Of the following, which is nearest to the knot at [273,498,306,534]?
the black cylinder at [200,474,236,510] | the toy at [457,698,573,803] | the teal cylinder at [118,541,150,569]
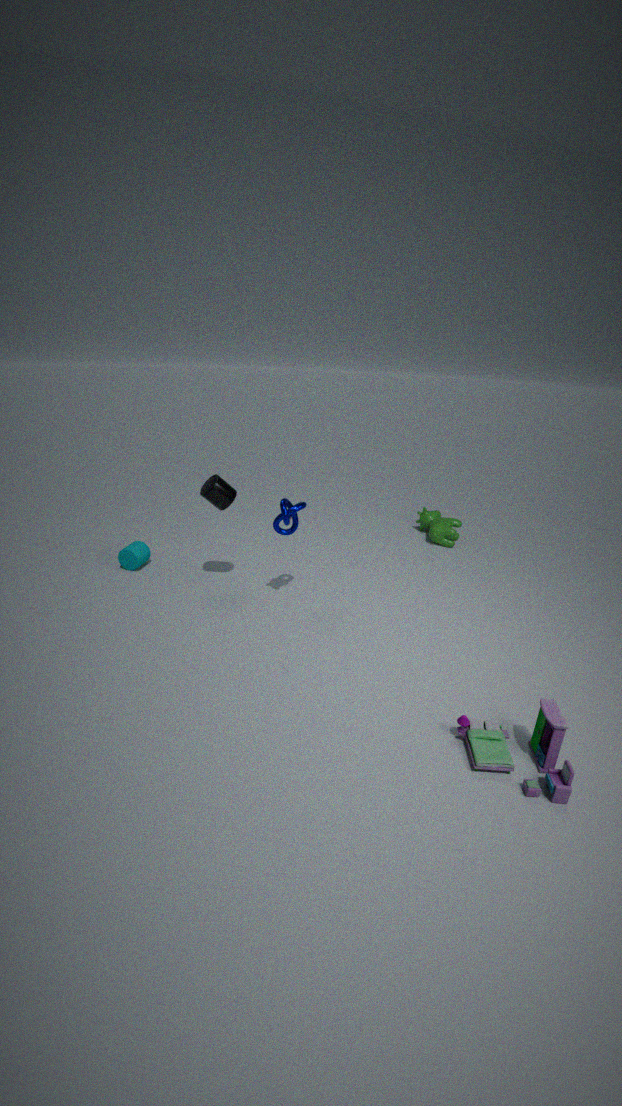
the black cylinder at [200,474,236,510]
